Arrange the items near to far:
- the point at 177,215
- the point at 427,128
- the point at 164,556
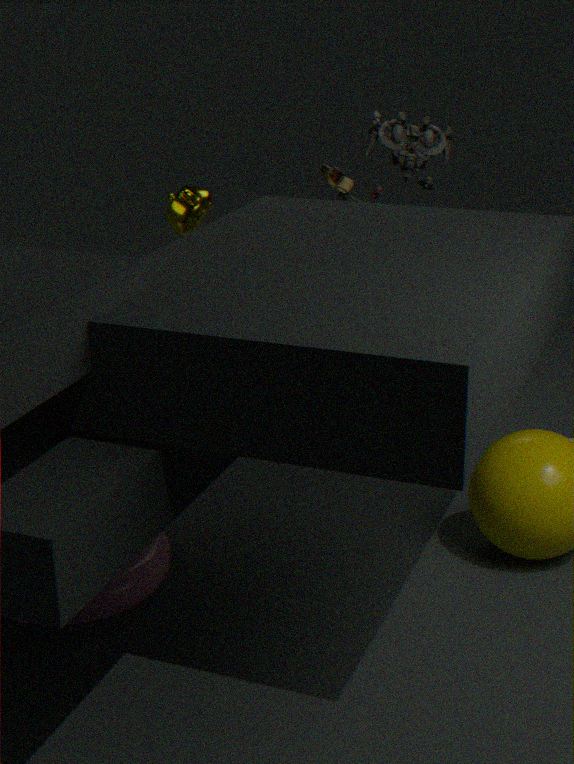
1. the point at 164,556
2. the point at 177,215
3. the point at 427,128
